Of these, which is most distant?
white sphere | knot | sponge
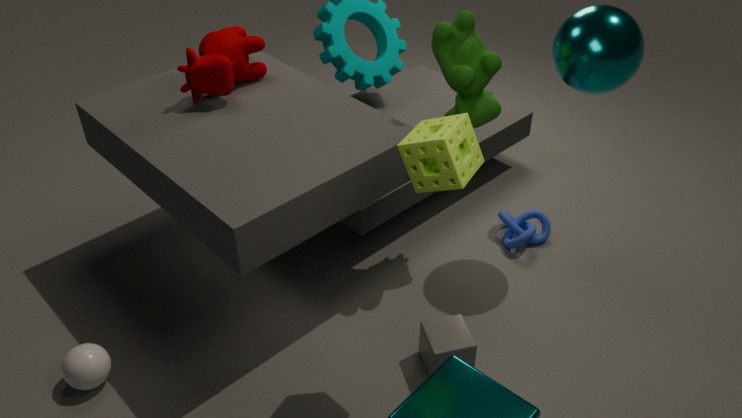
knot
